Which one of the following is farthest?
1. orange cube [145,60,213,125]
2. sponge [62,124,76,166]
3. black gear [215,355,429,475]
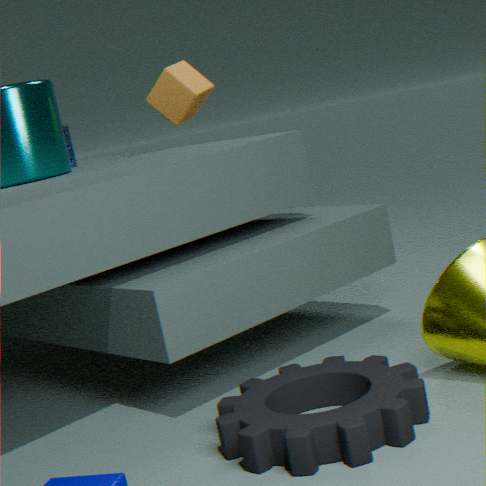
sponge [62,124,76,166]
